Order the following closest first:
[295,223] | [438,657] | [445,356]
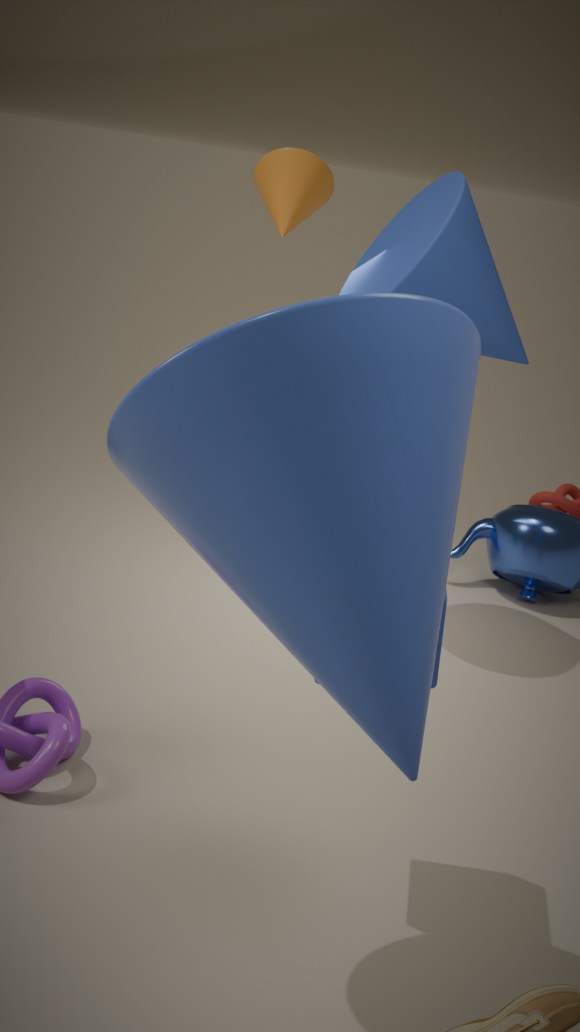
1. [445,356]
2. [438,657]
3. [295,223]
